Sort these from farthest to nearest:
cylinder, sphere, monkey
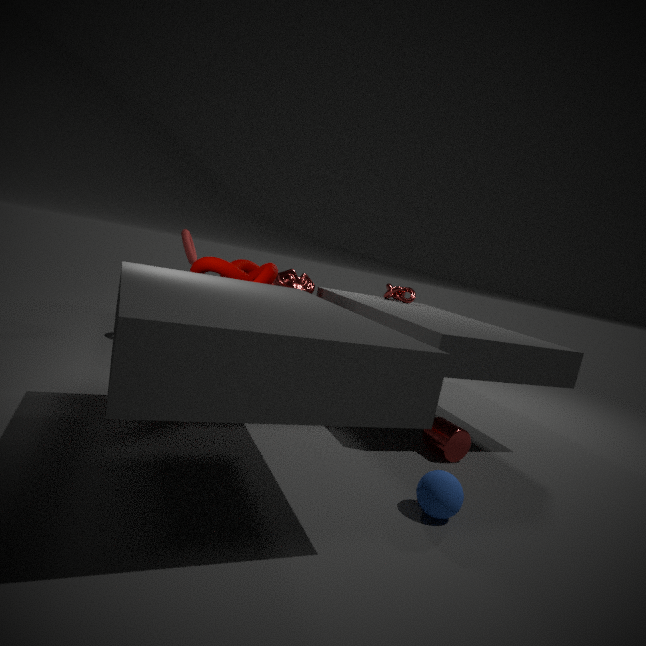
1. monkey
2. cylinder
3. sphere
